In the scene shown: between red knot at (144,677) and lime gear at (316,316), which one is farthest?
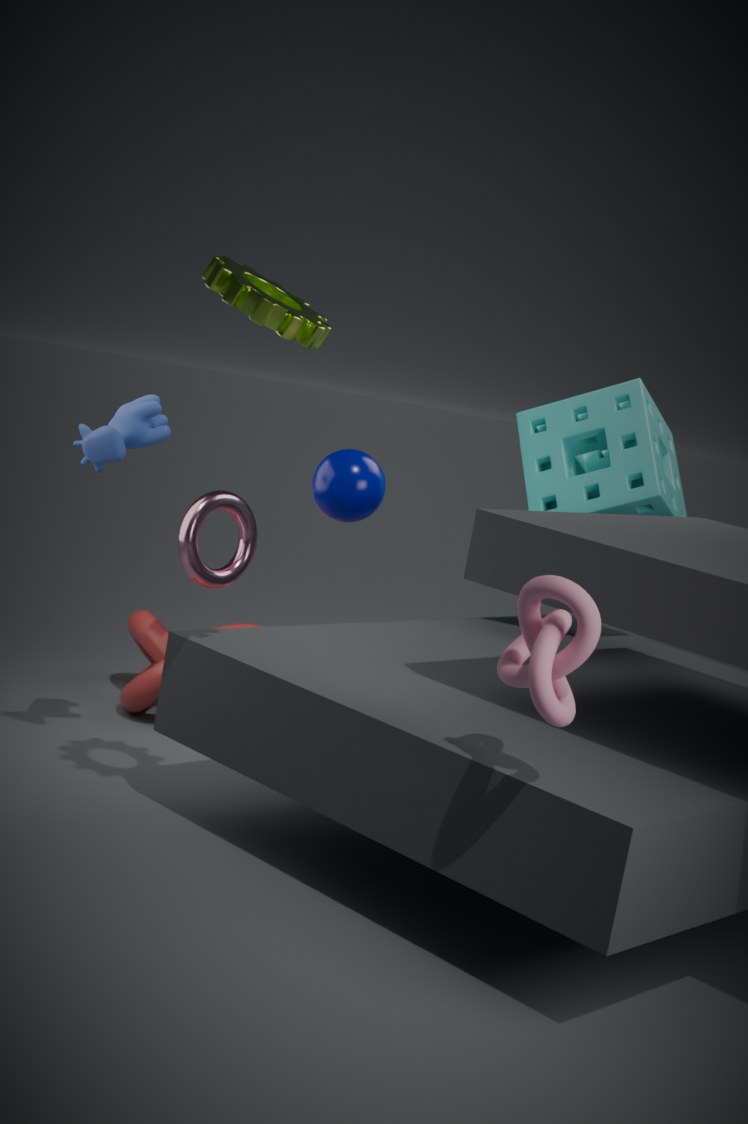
red knot at (144,677)
